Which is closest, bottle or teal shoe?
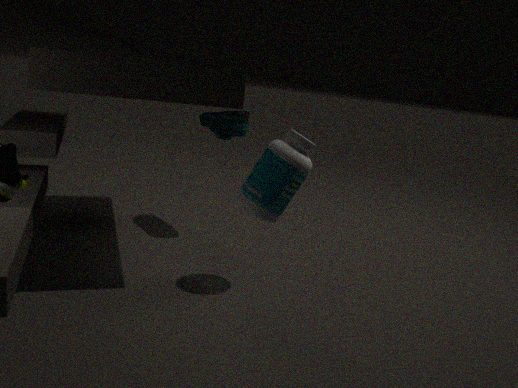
bottle
